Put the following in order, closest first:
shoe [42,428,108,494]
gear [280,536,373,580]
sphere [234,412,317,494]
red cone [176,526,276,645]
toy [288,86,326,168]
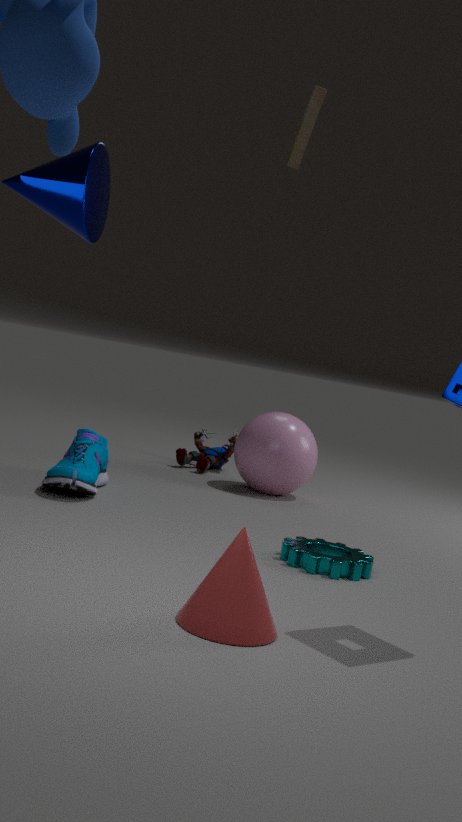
toy [288,86,326,168] < red cone [176,526,276,645] < gear [280,536,373,580] < shoe [42,428,108,494] < sphere [234,412,317,494]
